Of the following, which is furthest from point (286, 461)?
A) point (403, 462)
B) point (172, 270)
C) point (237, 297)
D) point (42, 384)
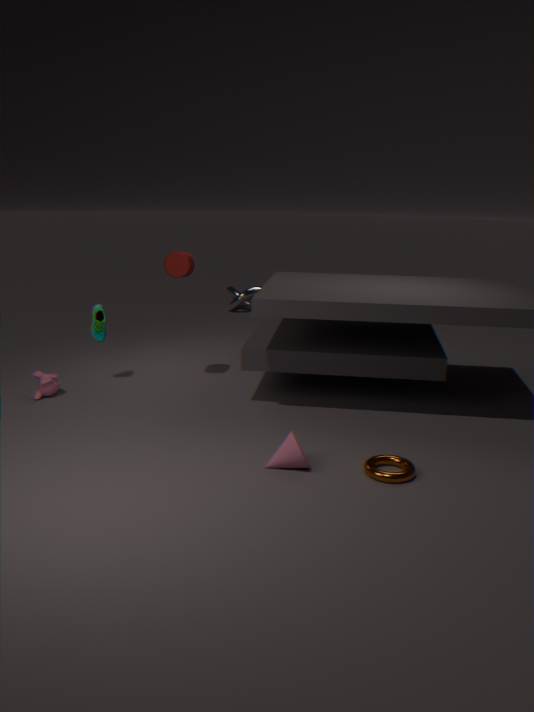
point (237, 297)
